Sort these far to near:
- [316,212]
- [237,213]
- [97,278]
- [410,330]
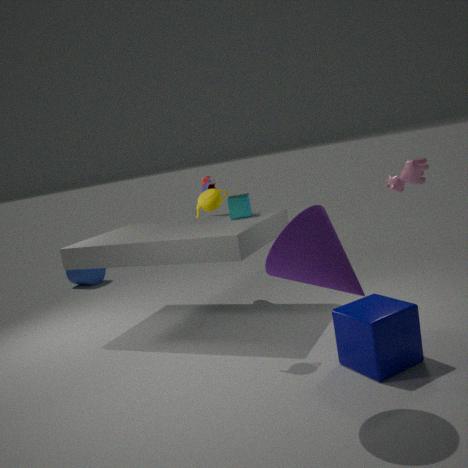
[97,278] < [237,213] < [410,330] < [316,212]
